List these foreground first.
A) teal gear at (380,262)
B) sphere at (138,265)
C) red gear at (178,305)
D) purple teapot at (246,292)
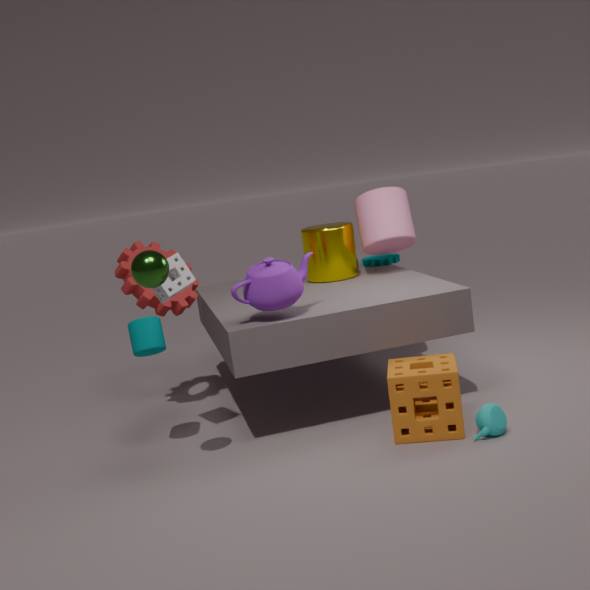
1. sphere at (138,265)
2. purple teapot at (246,292)
3. red gear at (178,305)
4. teal gear at (380,262)
